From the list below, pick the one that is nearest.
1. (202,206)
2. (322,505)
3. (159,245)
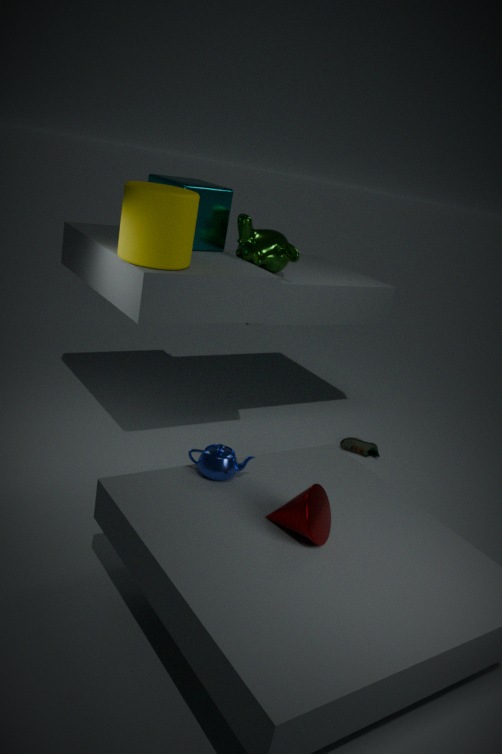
(322,505)
